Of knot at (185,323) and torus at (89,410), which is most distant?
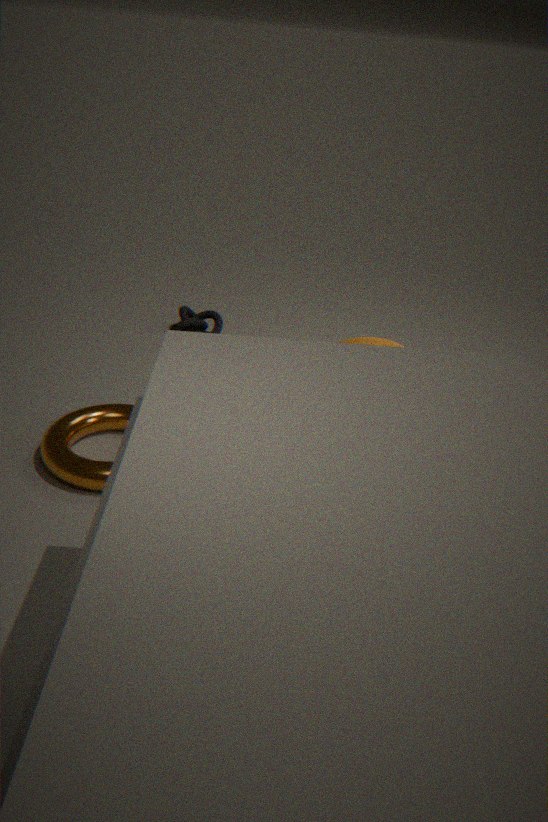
knot at (185,323)
